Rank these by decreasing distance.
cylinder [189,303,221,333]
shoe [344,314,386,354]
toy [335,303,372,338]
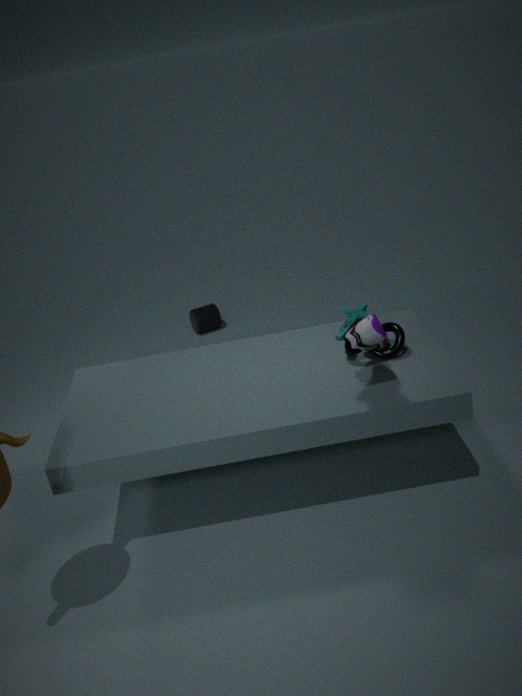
cylinder [189,303,221,333] → toy [335,303,372,338] → shoe [344,314,386,354]
